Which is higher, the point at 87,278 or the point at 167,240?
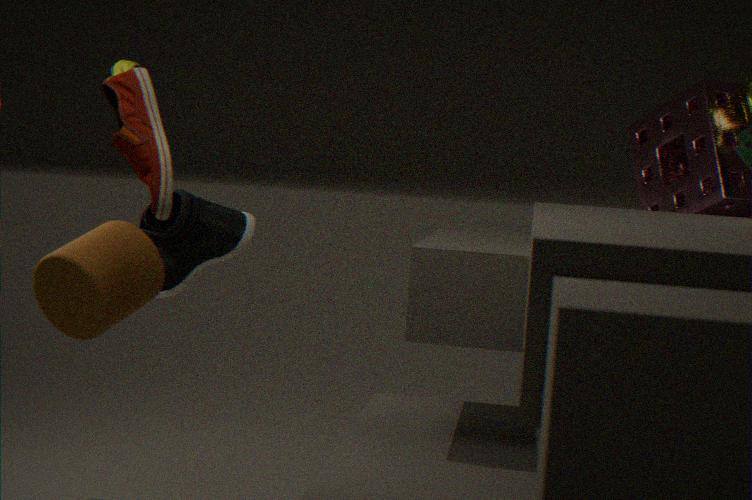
the point at 167,240
